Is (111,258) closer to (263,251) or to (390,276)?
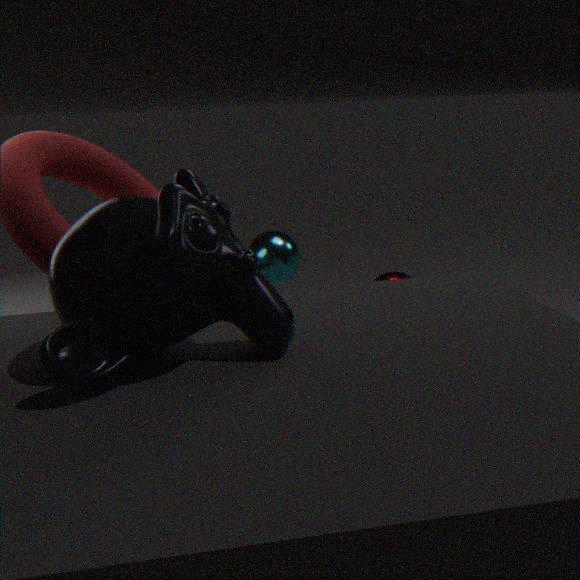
(390,276)
